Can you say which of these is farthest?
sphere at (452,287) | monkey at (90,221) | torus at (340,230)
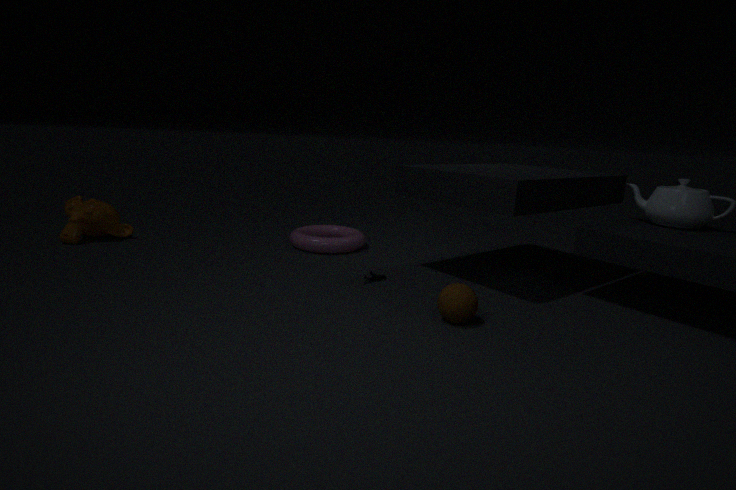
torus at (340,230)
